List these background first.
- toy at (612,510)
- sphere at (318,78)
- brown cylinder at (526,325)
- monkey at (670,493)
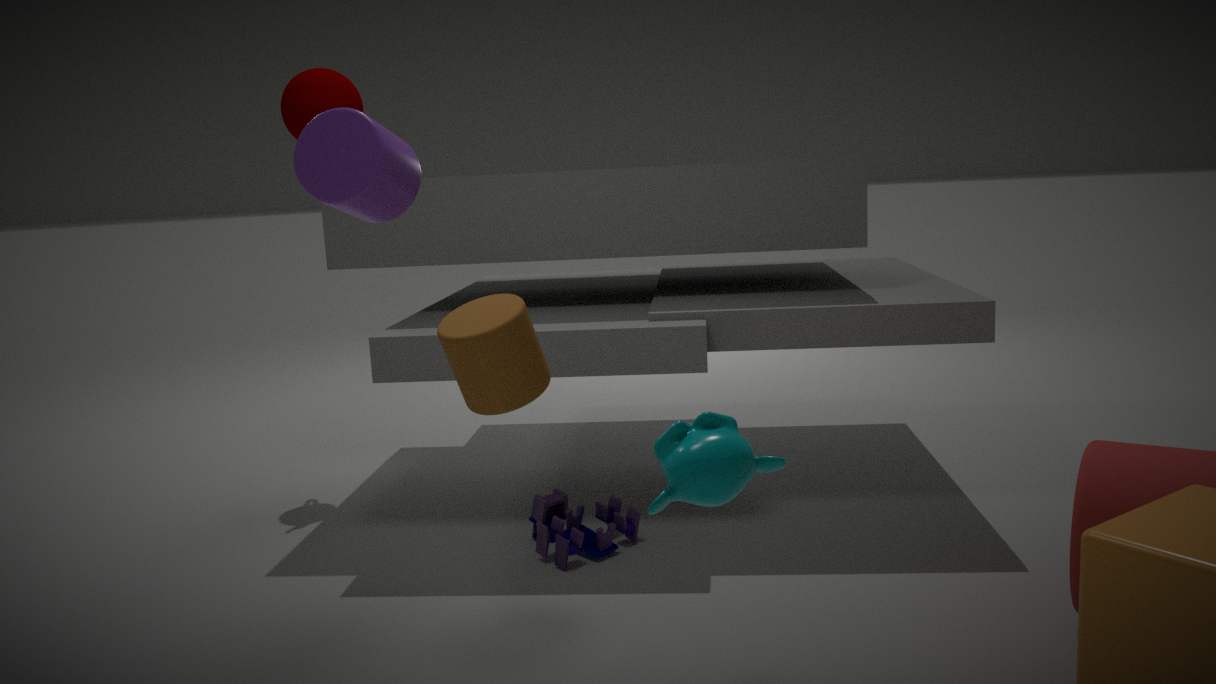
toy at (612,510)
sphere at (318,78)
brown cylinder at (526,325)
monkey at (670,493)
